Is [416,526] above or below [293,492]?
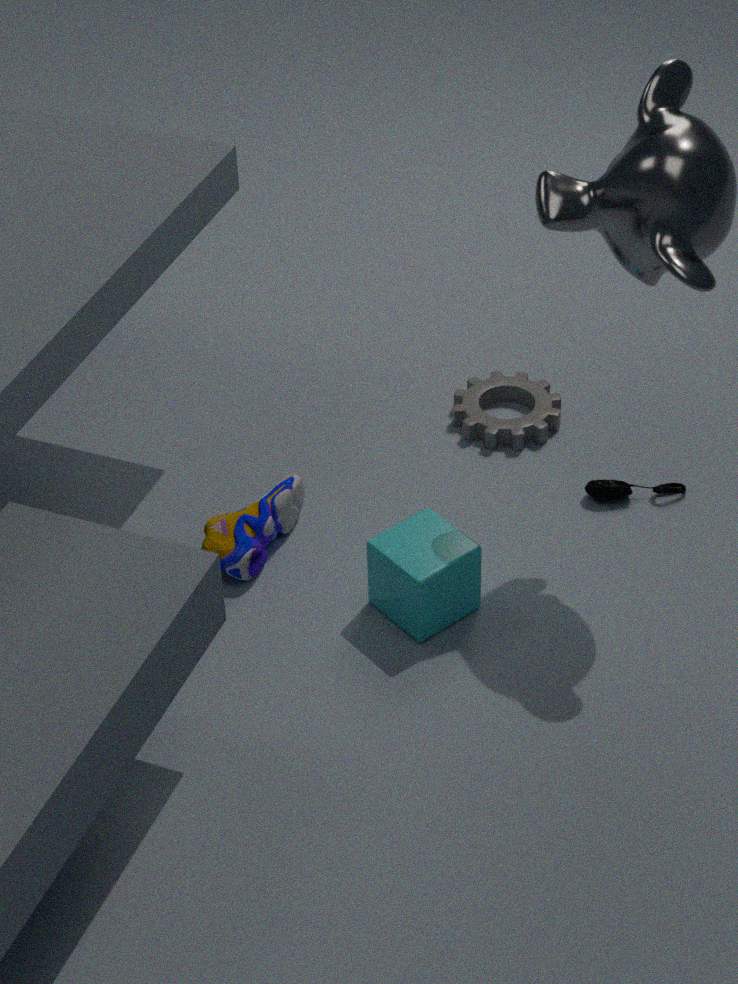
above
